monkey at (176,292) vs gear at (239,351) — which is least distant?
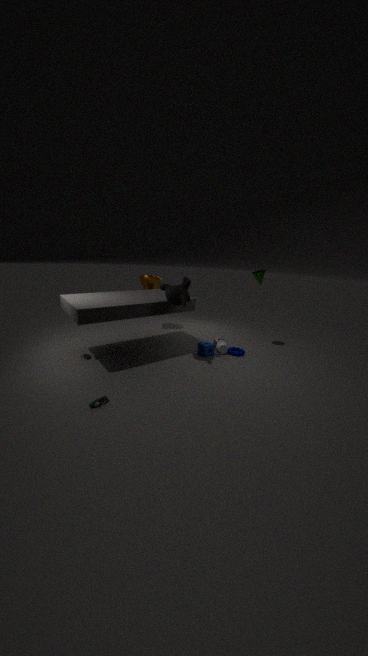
monkey at (176,292)
